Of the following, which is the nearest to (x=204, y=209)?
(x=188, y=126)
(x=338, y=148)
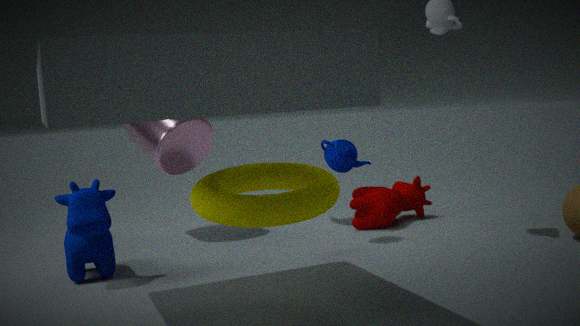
(x=338, y=148)
